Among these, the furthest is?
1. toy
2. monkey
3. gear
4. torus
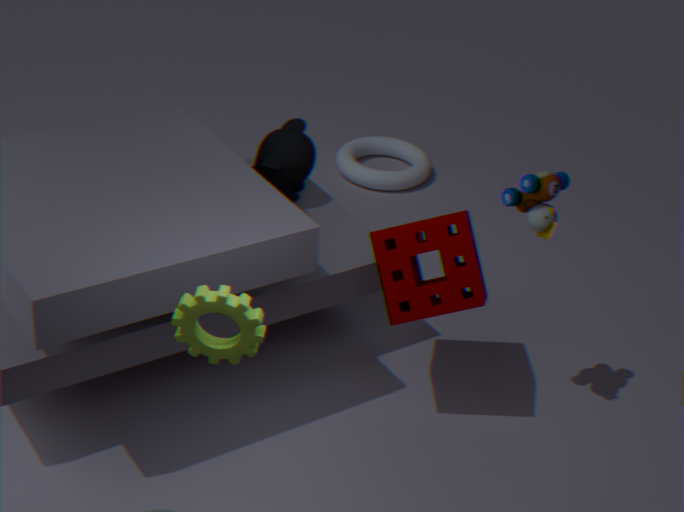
torus
